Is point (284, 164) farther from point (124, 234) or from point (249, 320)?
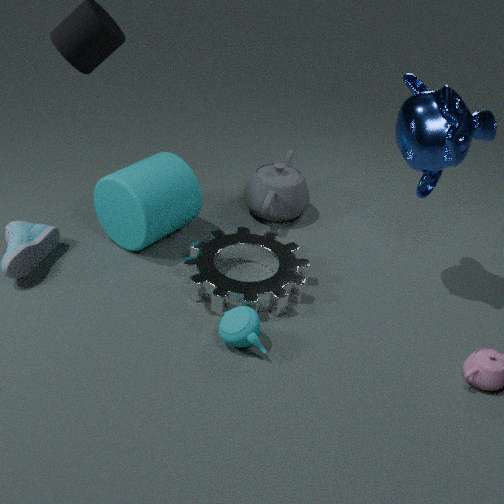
point (249, 320)
